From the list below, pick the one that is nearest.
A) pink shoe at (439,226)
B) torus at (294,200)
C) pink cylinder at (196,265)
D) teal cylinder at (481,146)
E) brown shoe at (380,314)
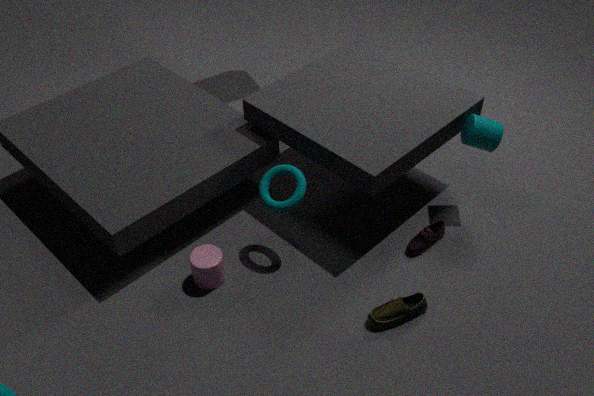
brown shoe at (380,314)
